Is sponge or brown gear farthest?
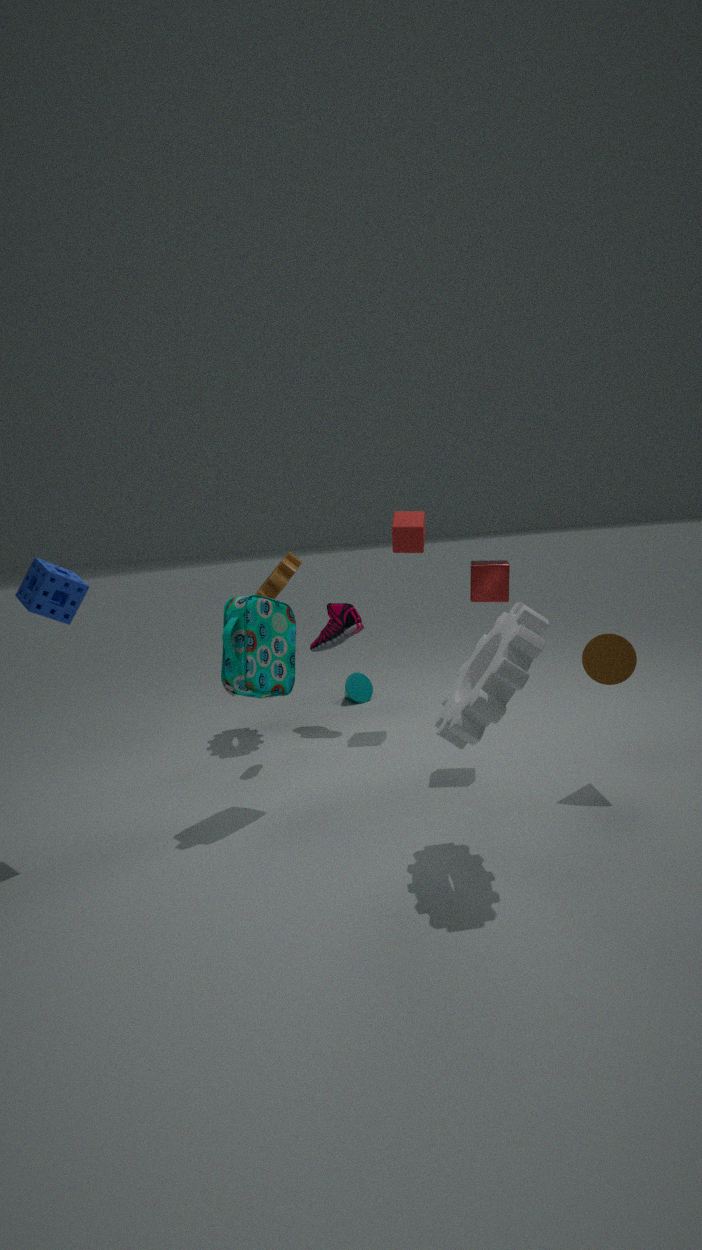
brown gear
